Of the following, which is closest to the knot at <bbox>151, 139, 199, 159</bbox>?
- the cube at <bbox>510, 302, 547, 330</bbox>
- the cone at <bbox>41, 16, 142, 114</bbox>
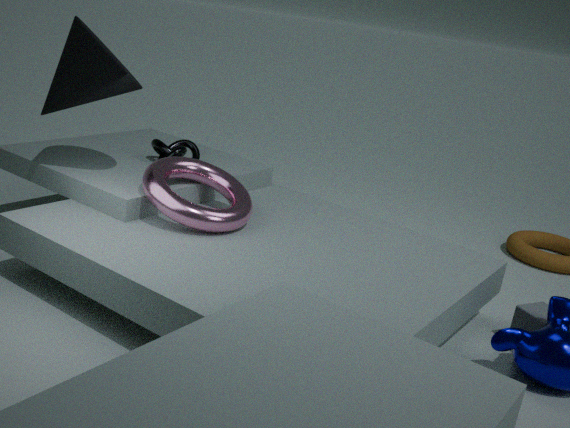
the cone at <bbox>41, 16, 142, 114</bbox>
